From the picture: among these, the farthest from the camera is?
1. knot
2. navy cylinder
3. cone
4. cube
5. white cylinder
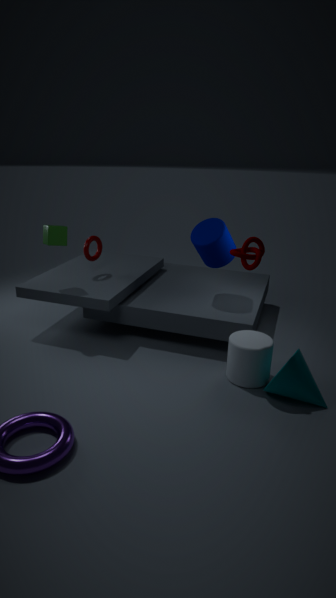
navy cylinder
